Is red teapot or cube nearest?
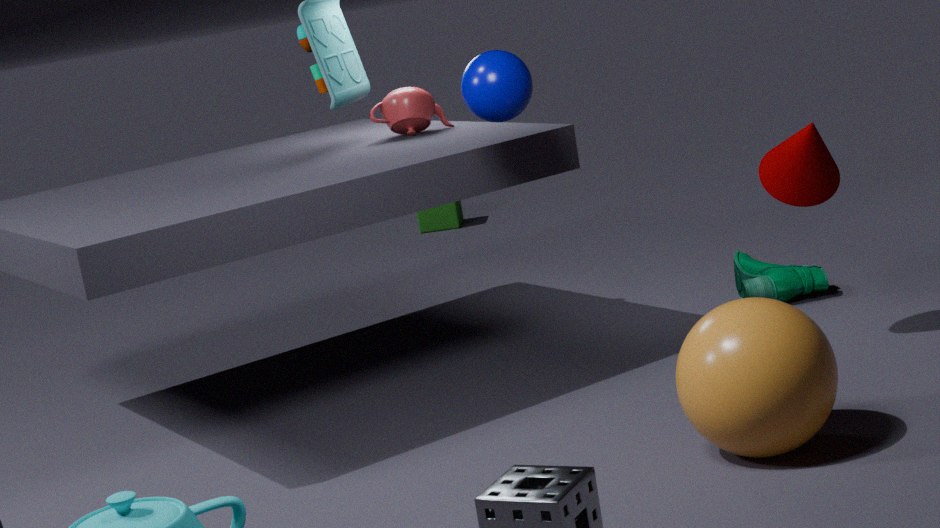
red teapot
